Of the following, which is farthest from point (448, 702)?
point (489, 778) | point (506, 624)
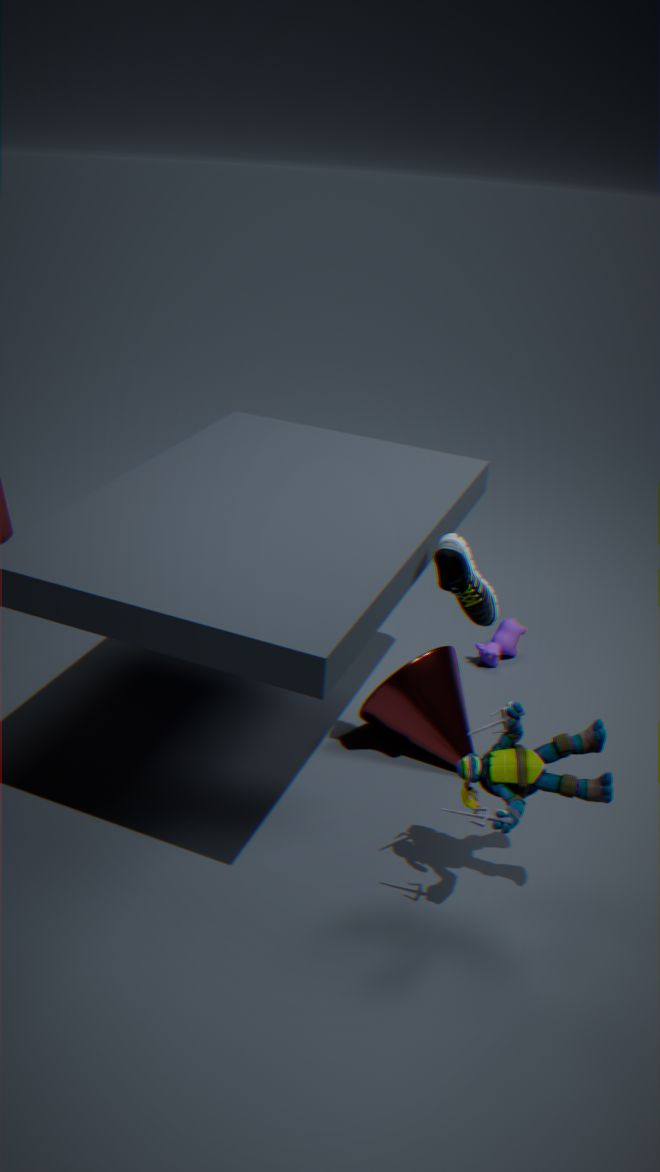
point (489, 778)
